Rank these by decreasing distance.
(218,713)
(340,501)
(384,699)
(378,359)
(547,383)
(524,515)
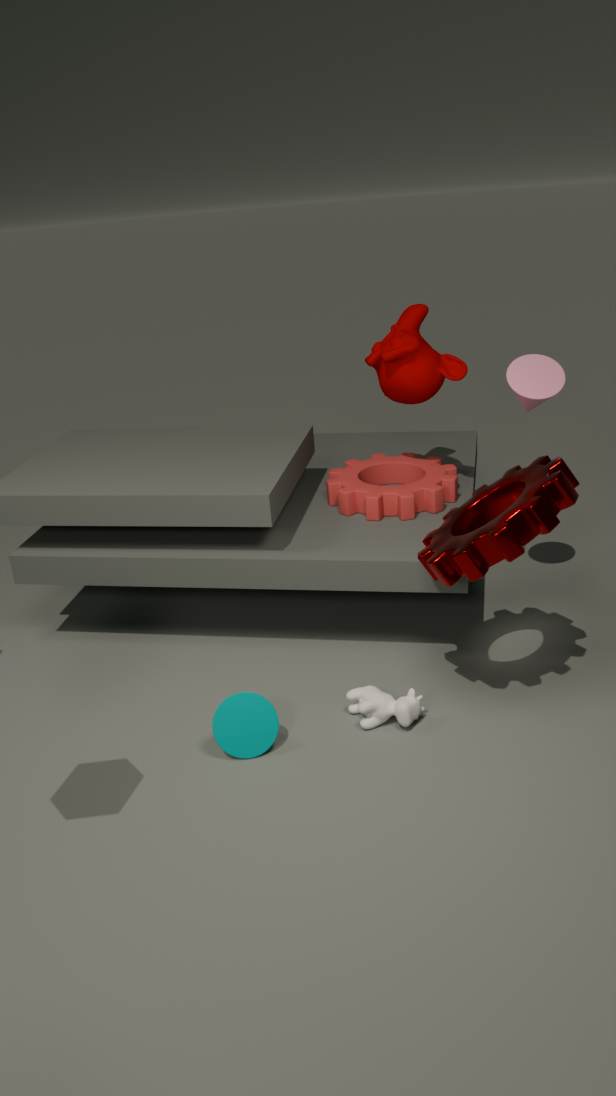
1. (340,501)
2. (378,359)
3. (547,383)
4. (384,699)
5. (218,713)
6. (524,515)
